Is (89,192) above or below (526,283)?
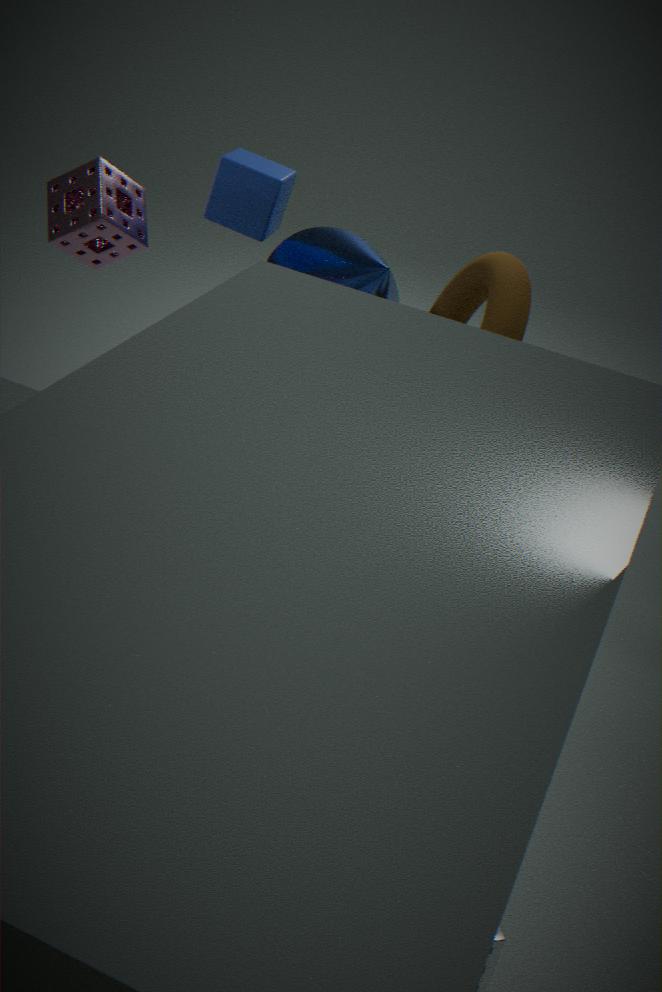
above
